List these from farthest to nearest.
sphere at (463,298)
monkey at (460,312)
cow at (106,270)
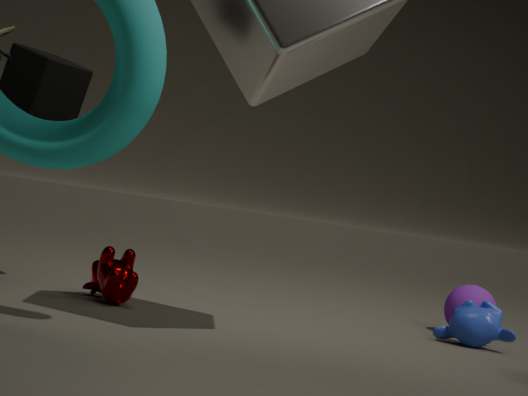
sphere at (463,298) < monkey at (460,312) < cow at (106,270)
